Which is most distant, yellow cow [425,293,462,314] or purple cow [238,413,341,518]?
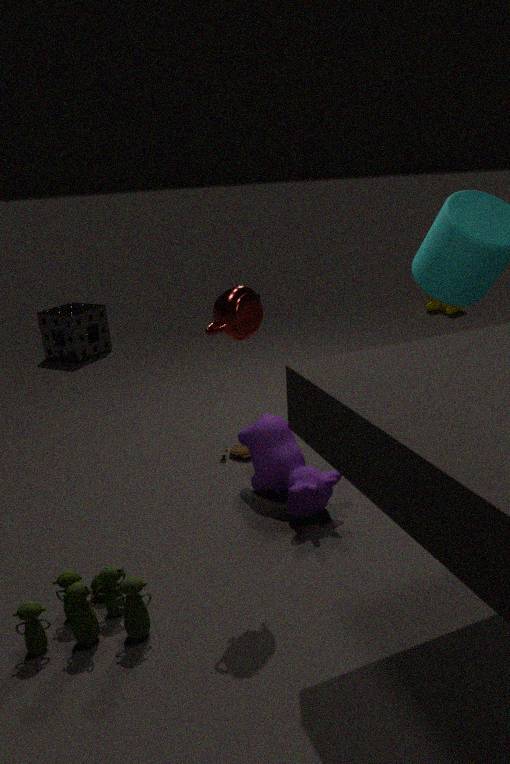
yellow cow [425,293,462,314]
